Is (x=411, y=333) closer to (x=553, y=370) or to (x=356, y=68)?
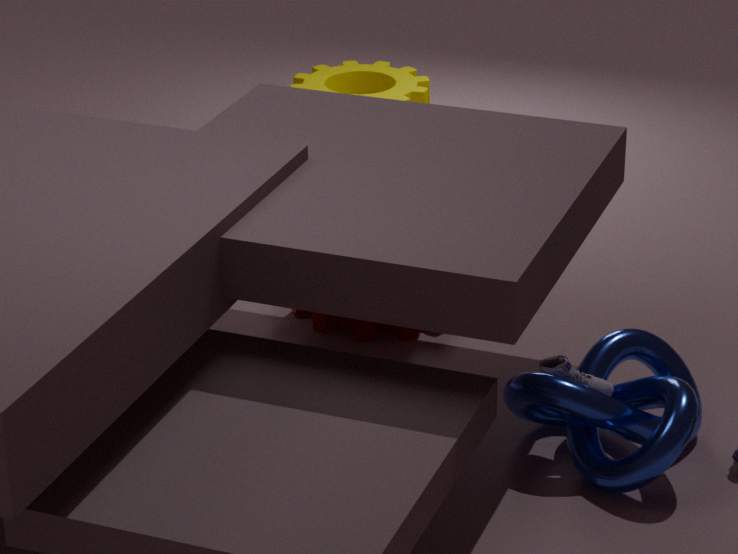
(x=553, y=370)
